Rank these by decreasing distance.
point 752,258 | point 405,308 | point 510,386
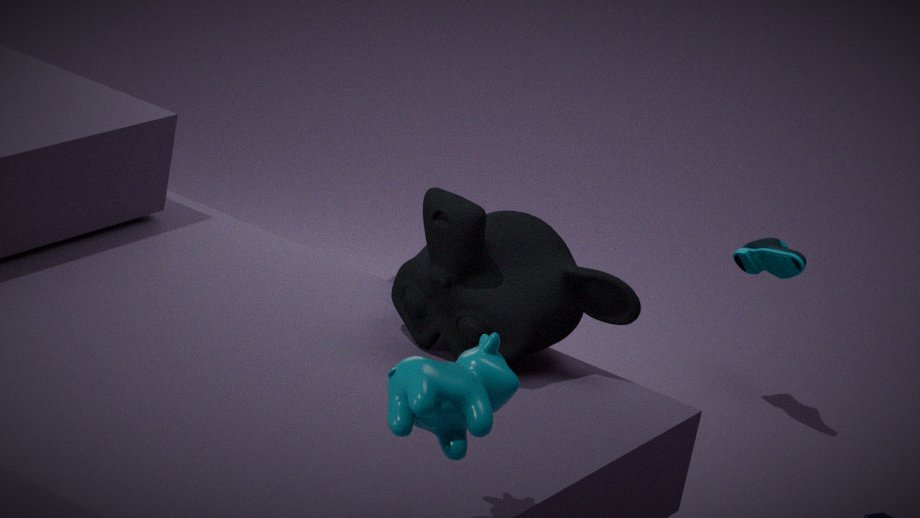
point 752,258
point 405,308
point 510,386
